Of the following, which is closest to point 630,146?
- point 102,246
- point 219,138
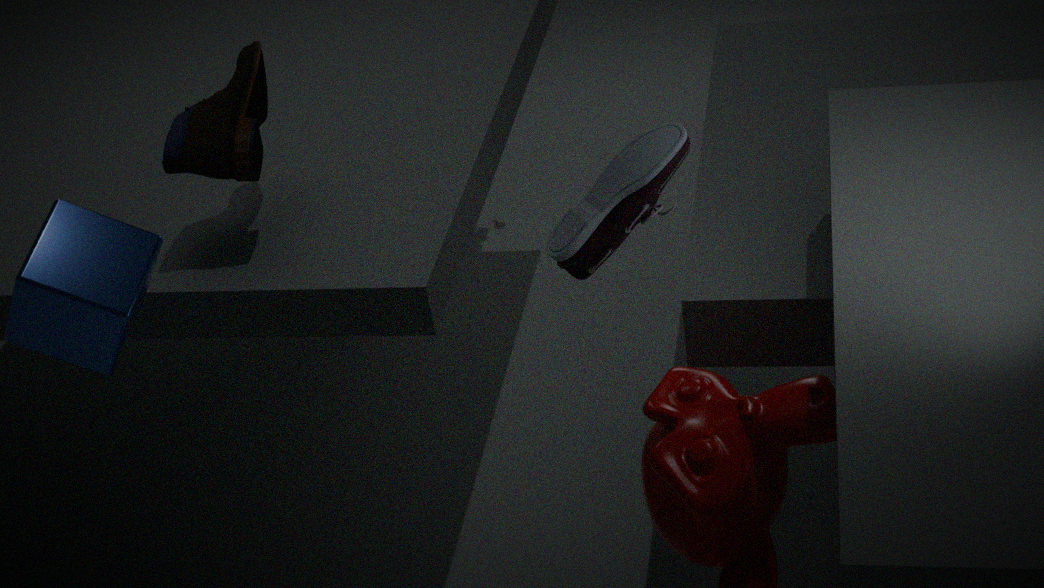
point 219,138
